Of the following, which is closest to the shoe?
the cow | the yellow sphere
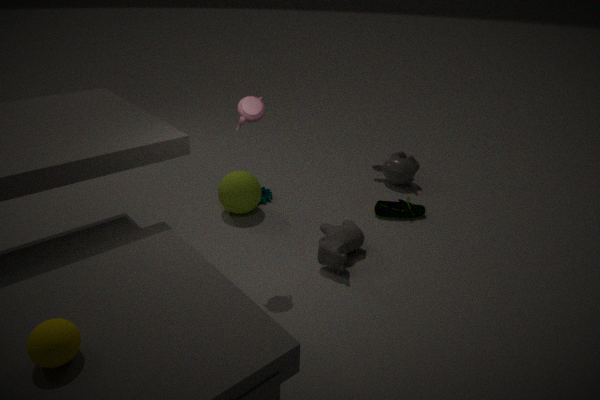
the cow
